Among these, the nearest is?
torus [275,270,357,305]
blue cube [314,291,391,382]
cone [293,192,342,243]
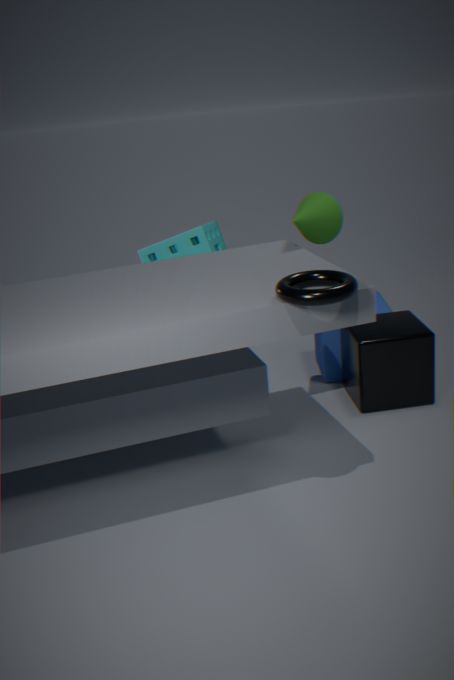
torus [275,270,357,305]
